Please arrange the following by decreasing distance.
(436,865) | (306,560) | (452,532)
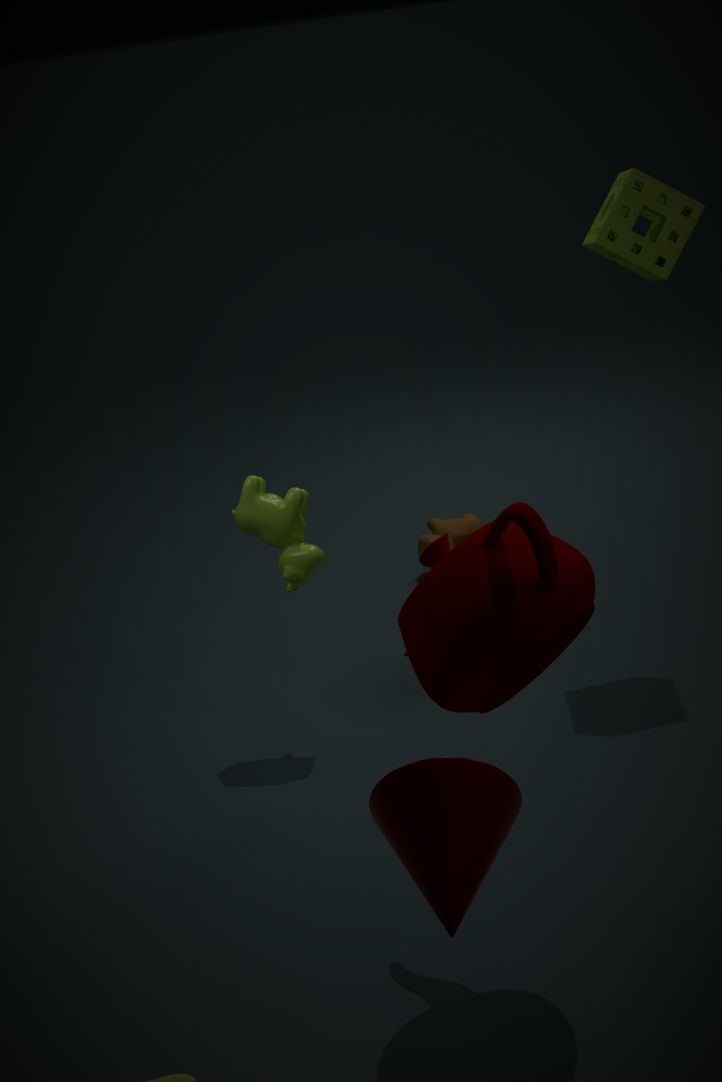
1. (452,532)
2. (306,560)
3. (436,865)
